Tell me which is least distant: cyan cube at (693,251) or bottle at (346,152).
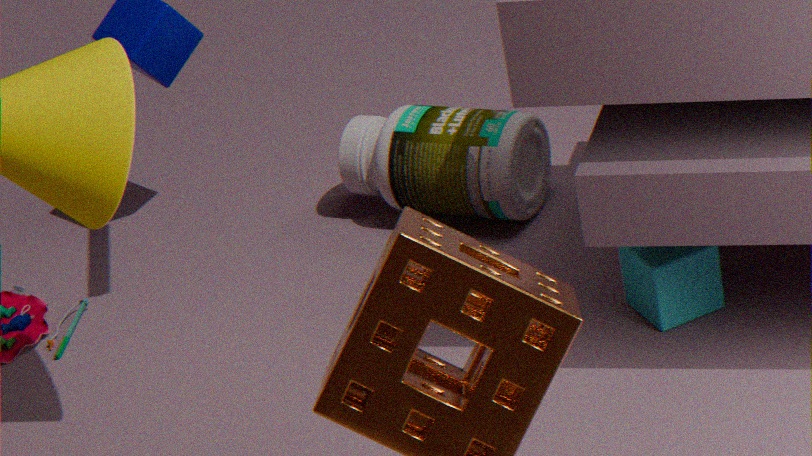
cyan cube at (693,251)
